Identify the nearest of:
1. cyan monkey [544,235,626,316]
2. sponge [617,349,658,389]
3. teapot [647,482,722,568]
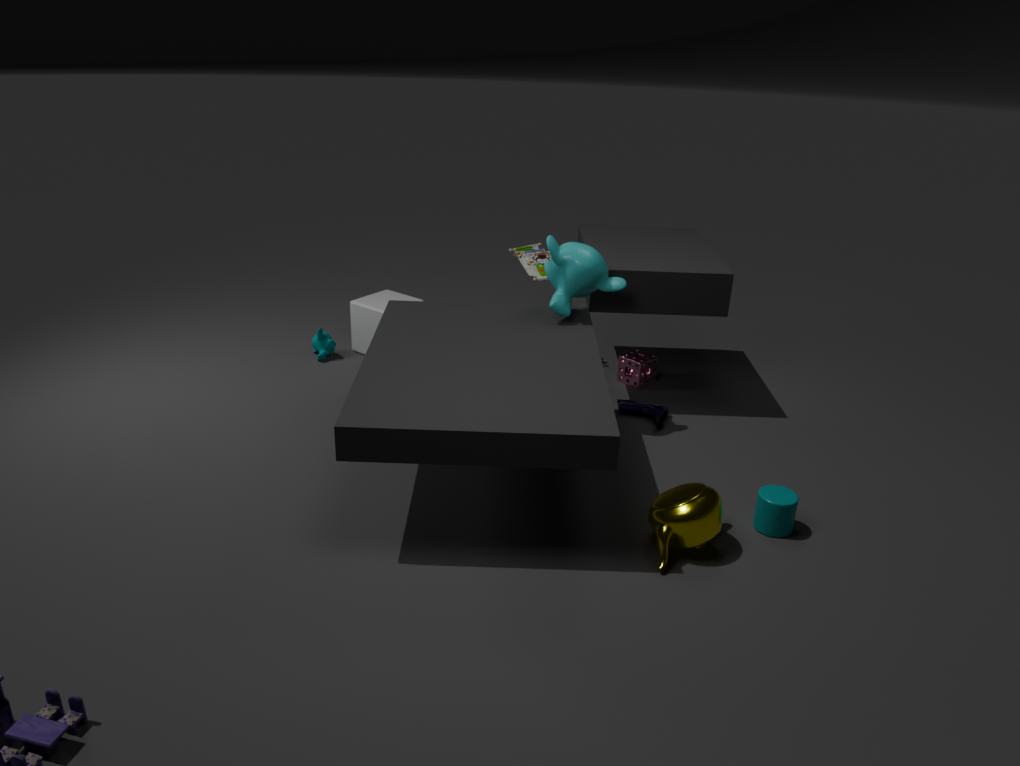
teapot [647,482,722,568]
